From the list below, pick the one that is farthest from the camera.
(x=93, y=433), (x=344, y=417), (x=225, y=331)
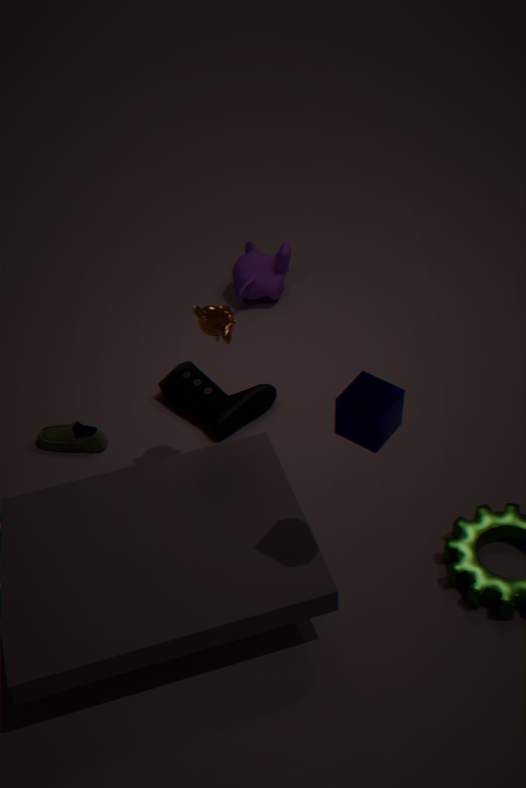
(x=93, y=433)
